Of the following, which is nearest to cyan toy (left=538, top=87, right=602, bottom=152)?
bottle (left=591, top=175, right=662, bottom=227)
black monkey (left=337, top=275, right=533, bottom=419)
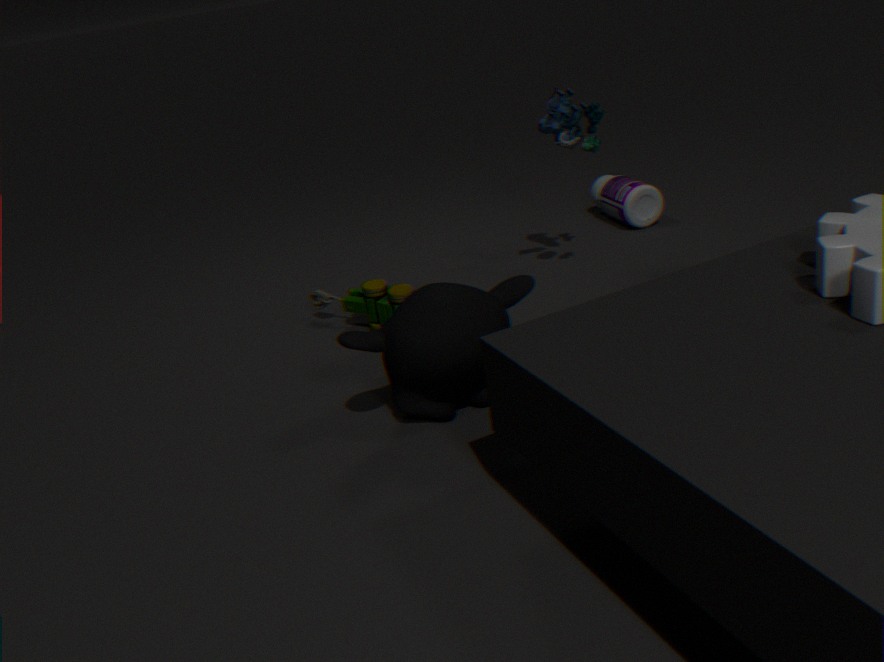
bottle (left=591, top=175, right=662, bottom=227)
